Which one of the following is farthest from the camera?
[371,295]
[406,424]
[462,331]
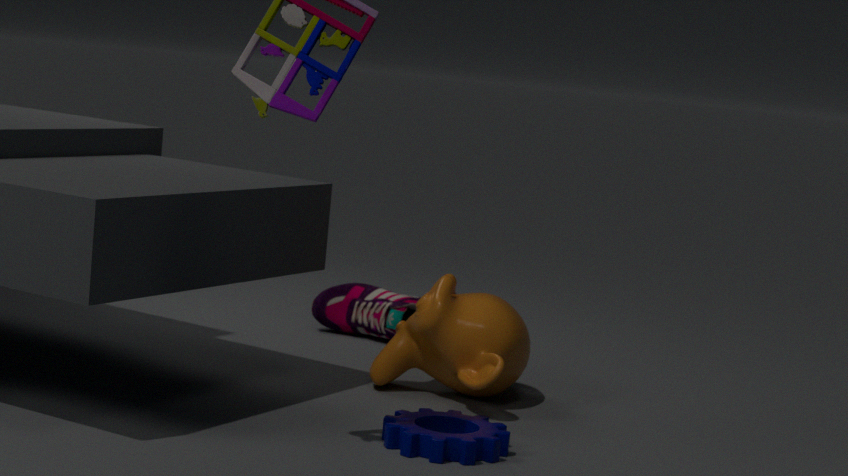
[371,295]
